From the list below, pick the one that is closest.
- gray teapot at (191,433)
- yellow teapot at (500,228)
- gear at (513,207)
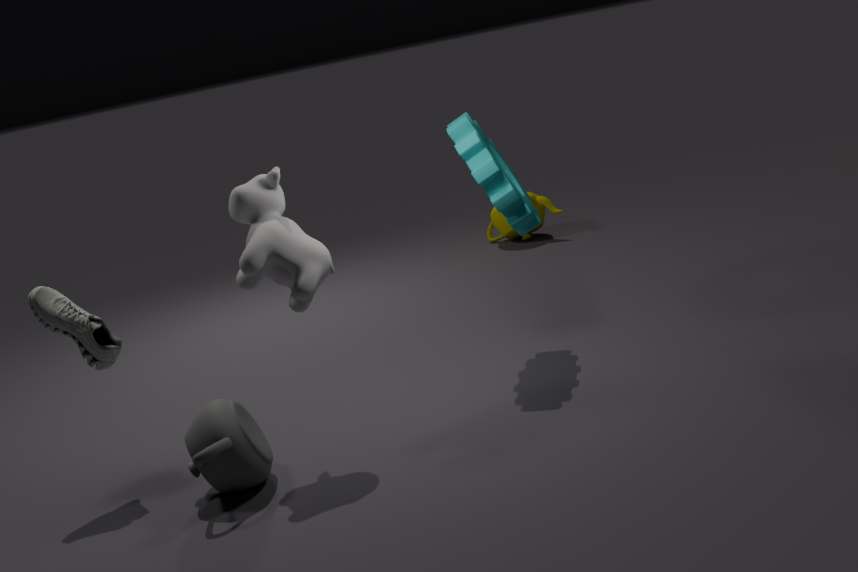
gray teapot at (191,433)
